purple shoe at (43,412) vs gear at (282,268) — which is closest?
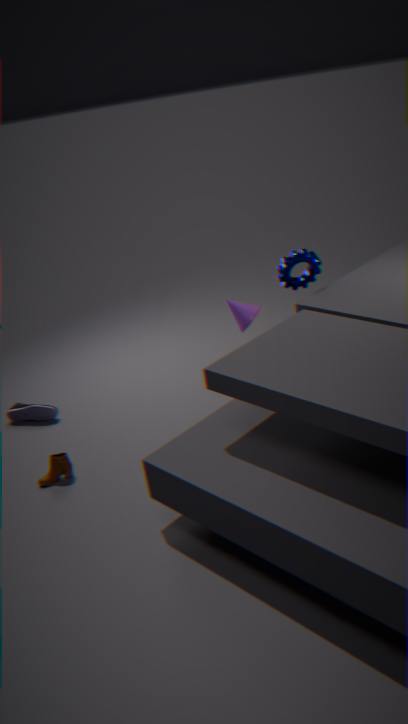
gear at (282,268)
